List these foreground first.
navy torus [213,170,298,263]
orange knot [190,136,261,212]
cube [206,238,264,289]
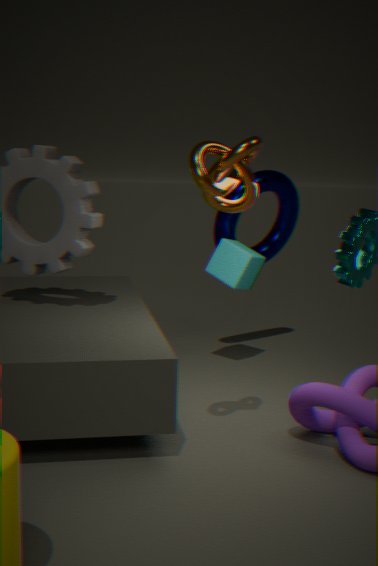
orange knot [190,136,261,212] < cube [206,238,264,289] < navy torus [213,170,298,263]
